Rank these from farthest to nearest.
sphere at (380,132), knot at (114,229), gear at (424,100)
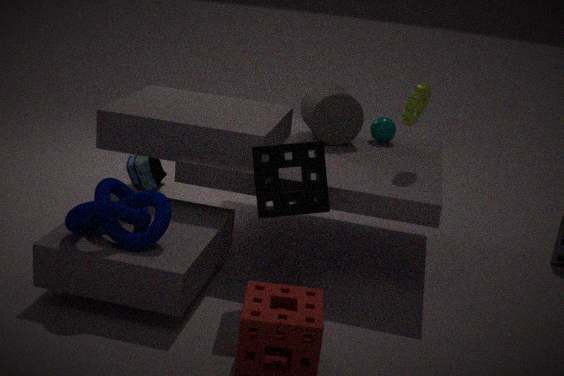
sphere at (380,132)
gear at (424,100)
knot at (114,229)
